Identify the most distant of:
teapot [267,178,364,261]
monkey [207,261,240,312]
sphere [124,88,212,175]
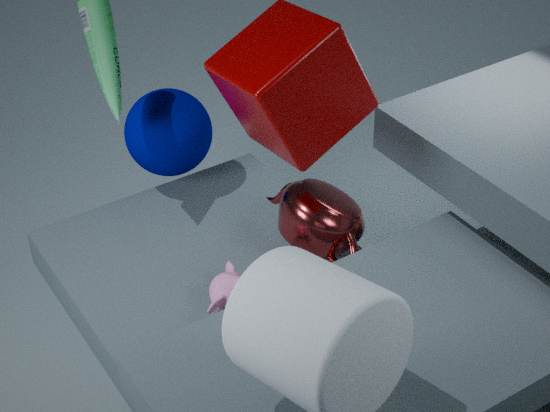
sphere [124,88,212,175]
